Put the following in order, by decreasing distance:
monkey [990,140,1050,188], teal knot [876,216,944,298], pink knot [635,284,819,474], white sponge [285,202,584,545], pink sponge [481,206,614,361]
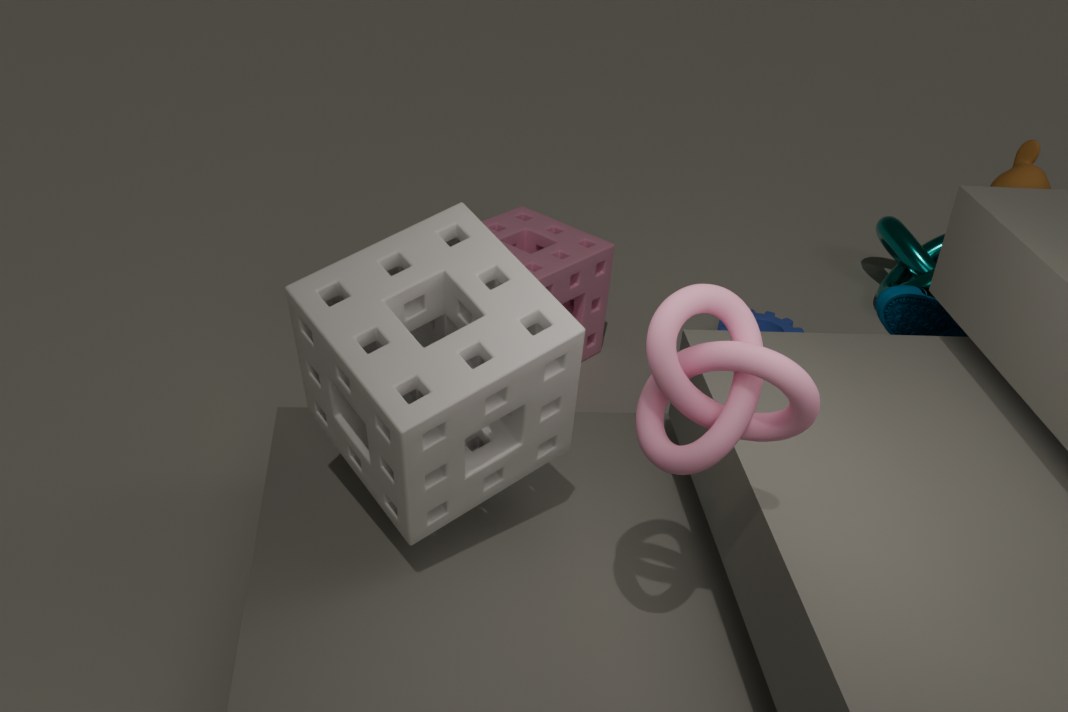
1. teal knot [876,216,944,298]
2. pink sponge [481,206,614,361]
3. monkey [990,140,1050,188]
4. white sponge [285,202,584,545]
5. pink knot [635,284,819,474]
